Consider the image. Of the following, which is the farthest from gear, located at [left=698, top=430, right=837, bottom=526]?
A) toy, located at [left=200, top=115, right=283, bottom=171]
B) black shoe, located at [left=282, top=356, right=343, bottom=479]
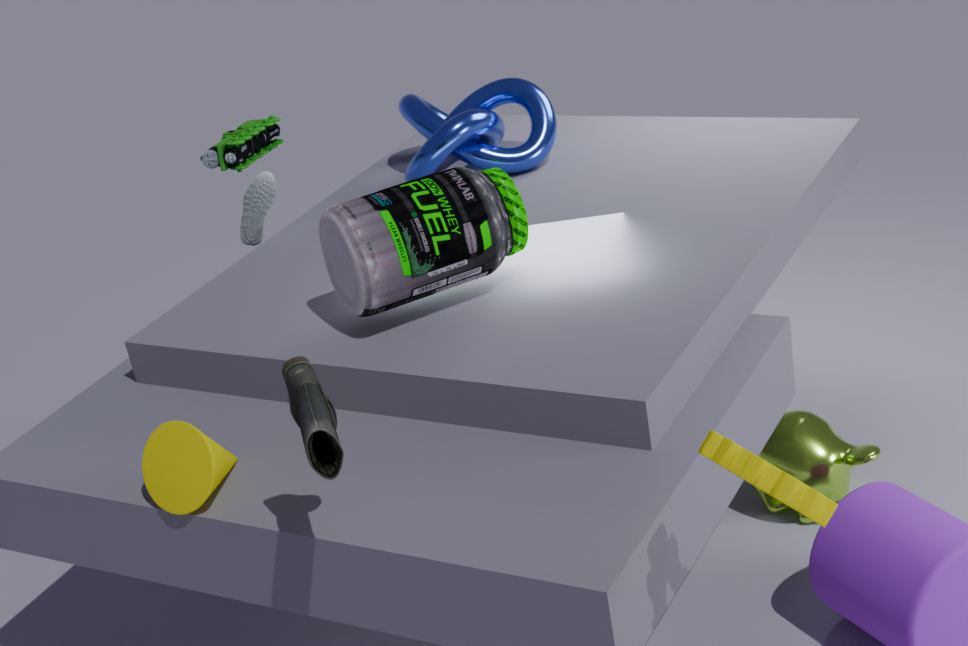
toy, located at [left=200, top=115, right=283, bottom=171]
